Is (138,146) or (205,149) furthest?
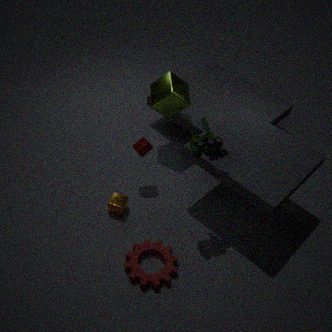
(138,146)
